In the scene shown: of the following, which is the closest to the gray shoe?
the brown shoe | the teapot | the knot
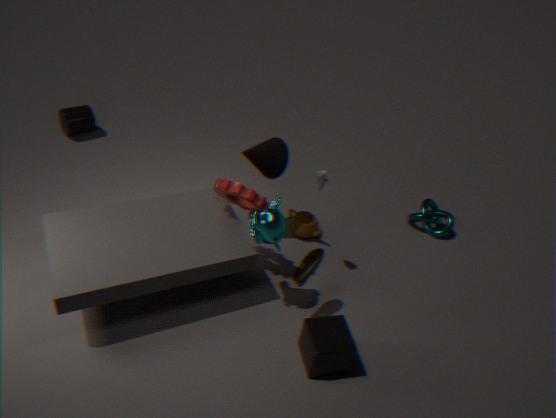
the brown shoe
